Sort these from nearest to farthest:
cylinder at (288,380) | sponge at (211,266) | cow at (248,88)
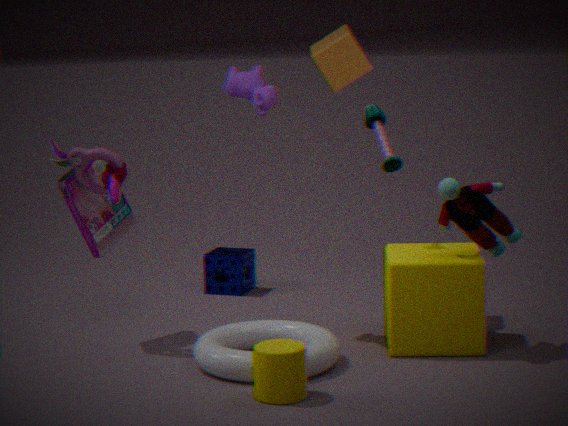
cylinder at (288,380)
cow at (248,88)
sponge at (211,266)
